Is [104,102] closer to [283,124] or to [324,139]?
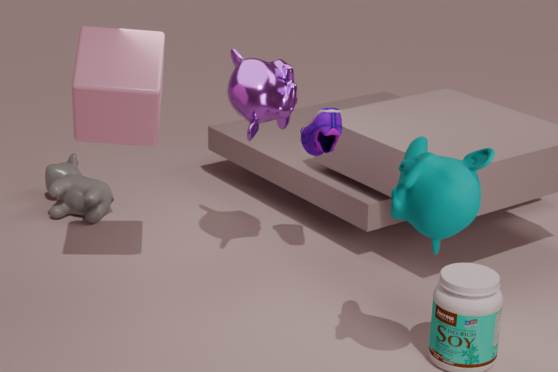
[283,124]
